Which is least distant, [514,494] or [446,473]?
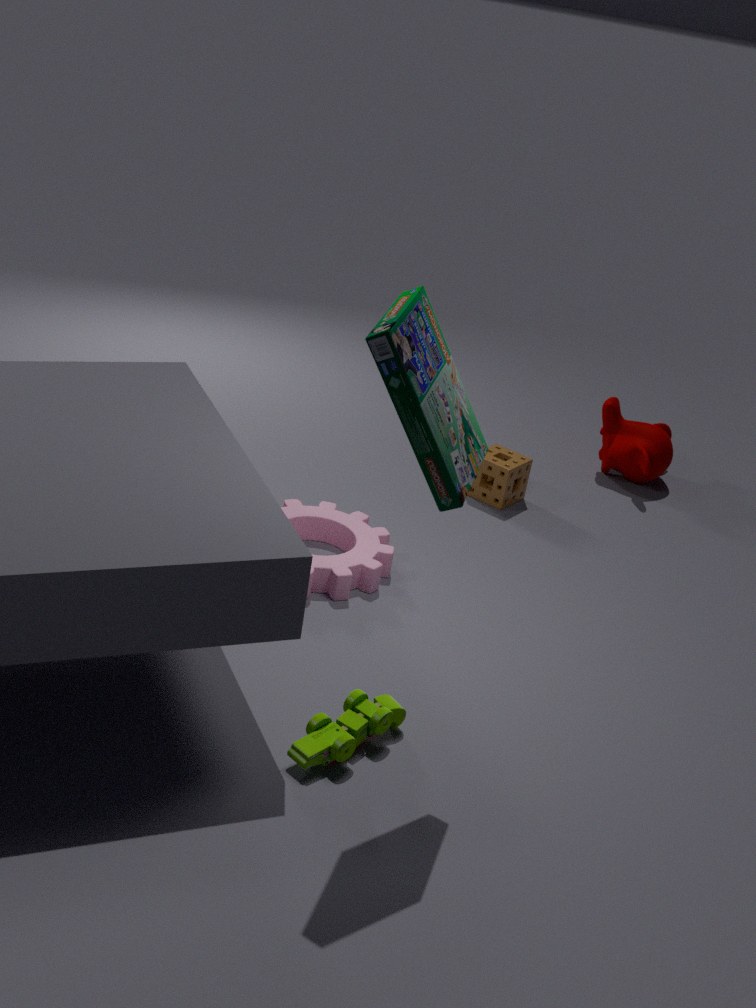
[446,473]
